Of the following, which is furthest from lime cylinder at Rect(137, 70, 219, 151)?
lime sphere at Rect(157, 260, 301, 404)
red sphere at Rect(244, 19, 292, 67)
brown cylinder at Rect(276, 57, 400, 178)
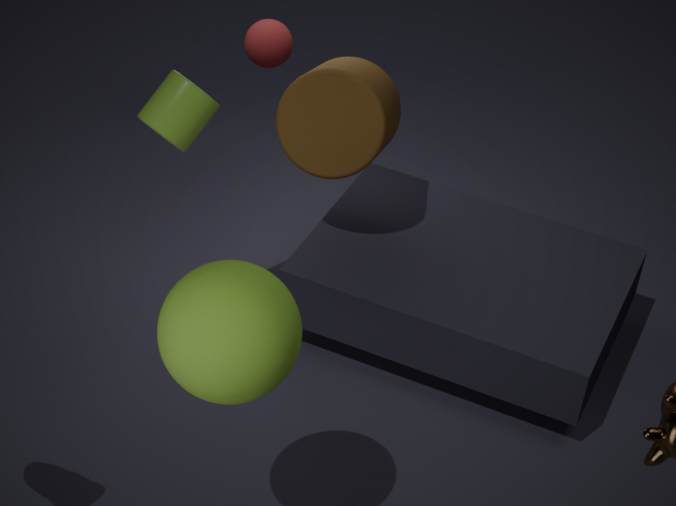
red sphere at Rect(244, 19, 292, 67)
